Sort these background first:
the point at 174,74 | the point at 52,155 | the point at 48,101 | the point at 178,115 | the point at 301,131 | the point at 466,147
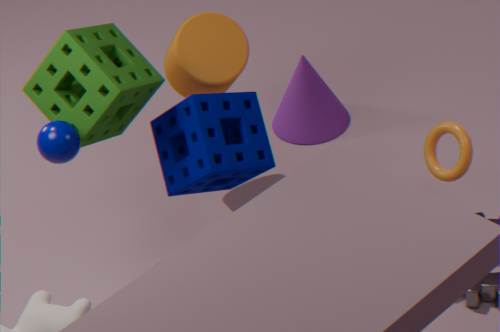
1. the point at 301,131
2. the point at 174,74
3. the point at 178,115
4. the point at 466,147
5. the point at 48,101
6. the point at 52,155
